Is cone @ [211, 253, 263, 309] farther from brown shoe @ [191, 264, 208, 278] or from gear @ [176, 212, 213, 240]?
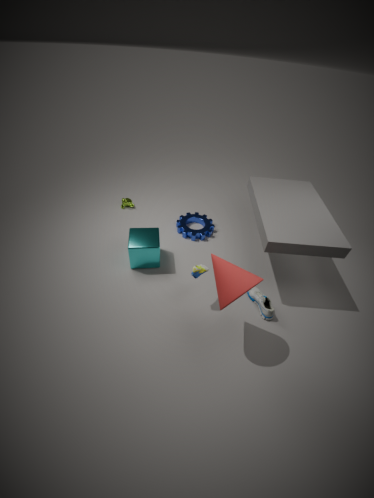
gear @ [176, 212, 213, 240]
